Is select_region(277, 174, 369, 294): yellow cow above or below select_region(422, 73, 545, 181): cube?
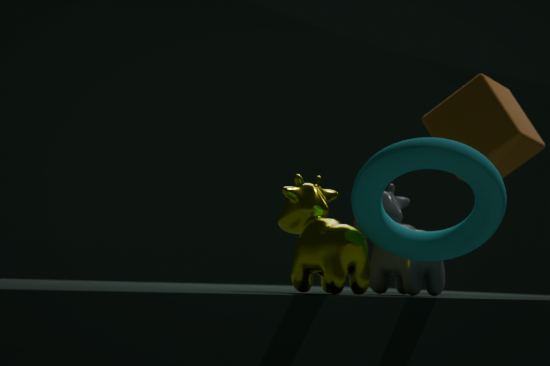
below
